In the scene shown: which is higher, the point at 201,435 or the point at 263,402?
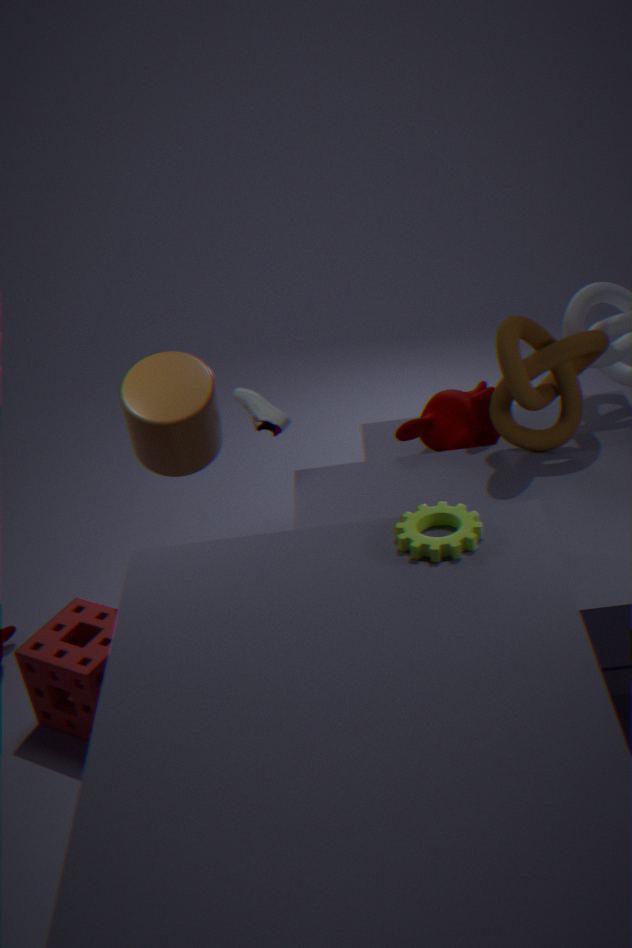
the point at 201,435
